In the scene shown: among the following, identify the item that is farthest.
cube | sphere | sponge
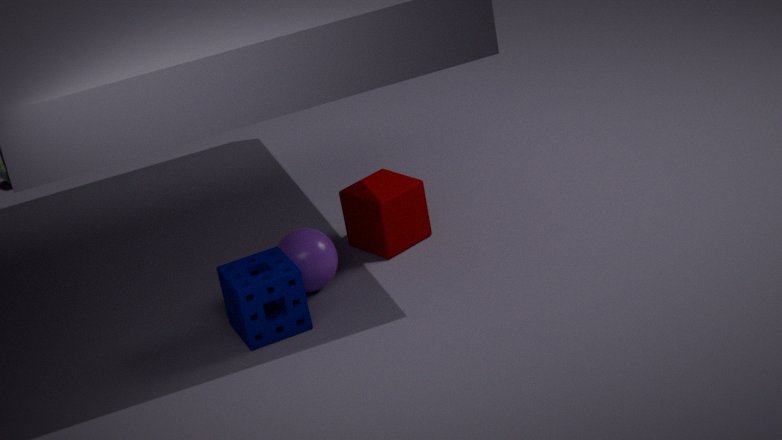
cube
